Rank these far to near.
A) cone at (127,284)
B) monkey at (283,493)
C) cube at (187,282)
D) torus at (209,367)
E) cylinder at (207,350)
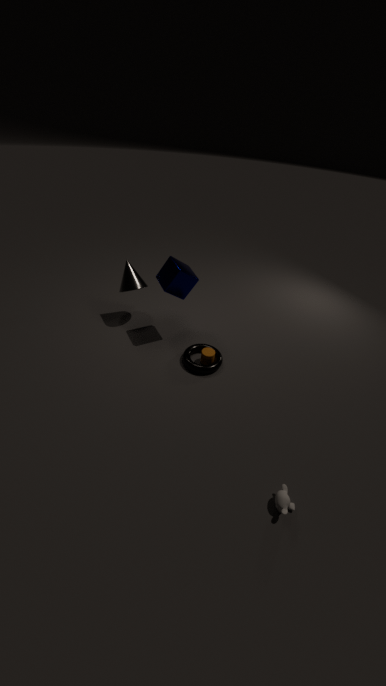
cone at (127,284)
cylinder at (207,350)
torus at (209,367)
cube at (187,282)
monkey at (283,493)
